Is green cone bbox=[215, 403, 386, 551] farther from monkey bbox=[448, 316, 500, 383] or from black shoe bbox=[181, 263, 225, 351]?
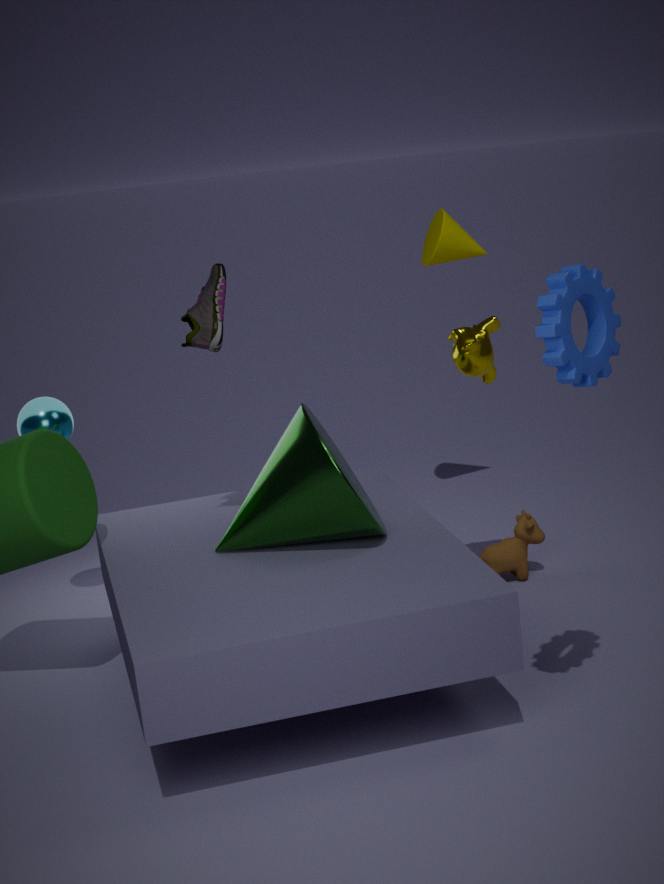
monkey bbox=[448, 316, 500, 383]
